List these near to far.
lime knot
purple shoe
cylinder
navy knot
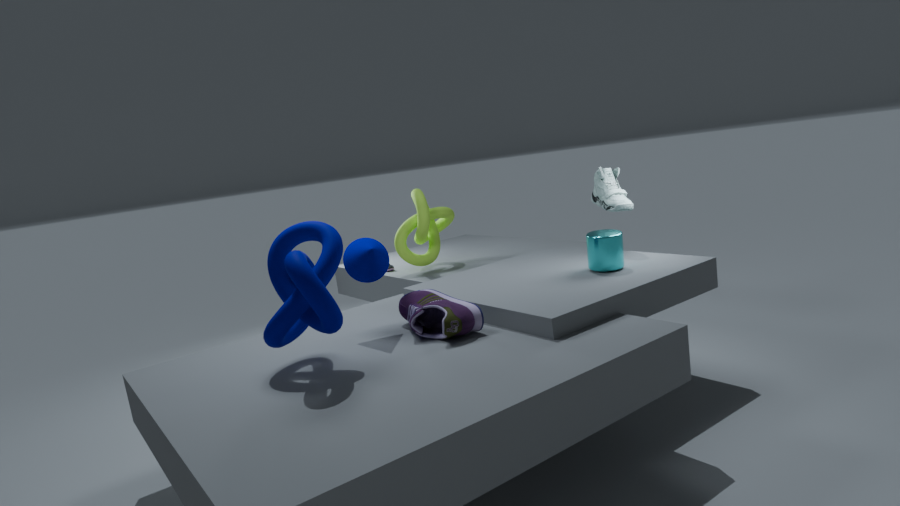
navy knot → purple shoe → cylinder → lime knot
